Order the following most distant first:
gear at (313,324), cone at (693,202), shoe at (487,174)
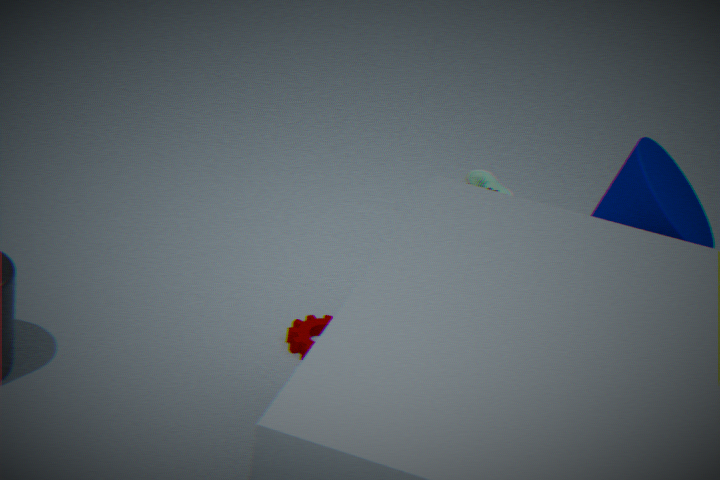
shoe at (487,174), gear at (313,324), cone at (693,202)
